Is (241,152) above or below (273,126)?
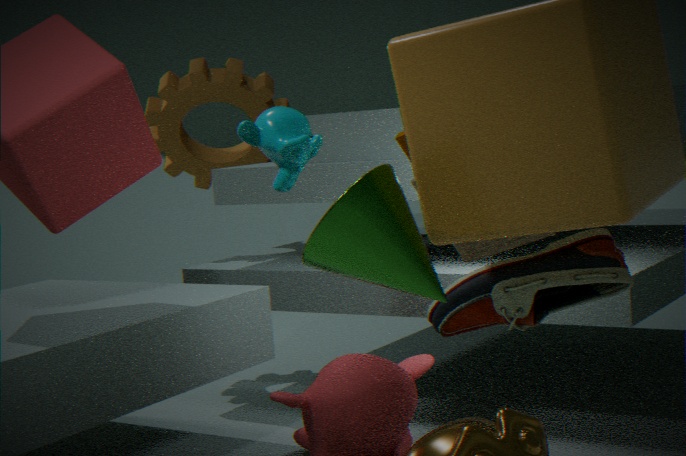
above
